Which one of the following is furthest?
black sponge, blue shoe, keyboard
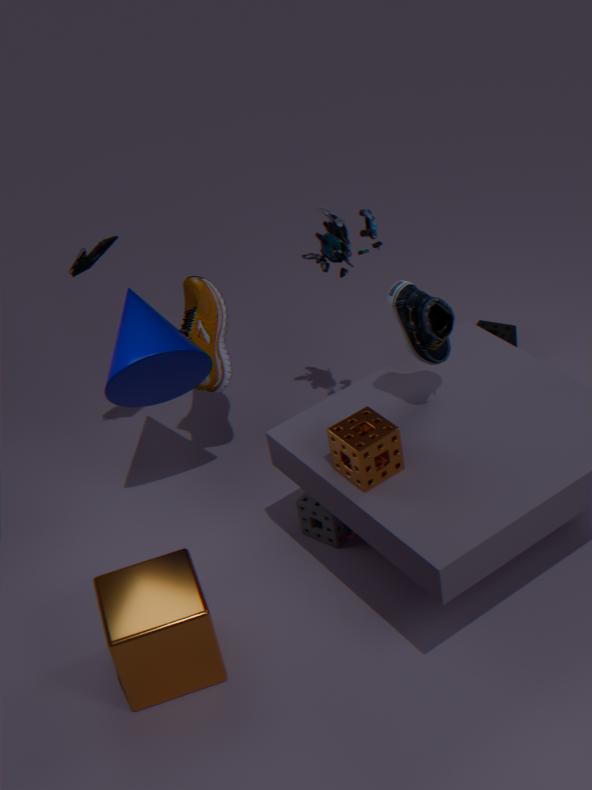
black sponge
